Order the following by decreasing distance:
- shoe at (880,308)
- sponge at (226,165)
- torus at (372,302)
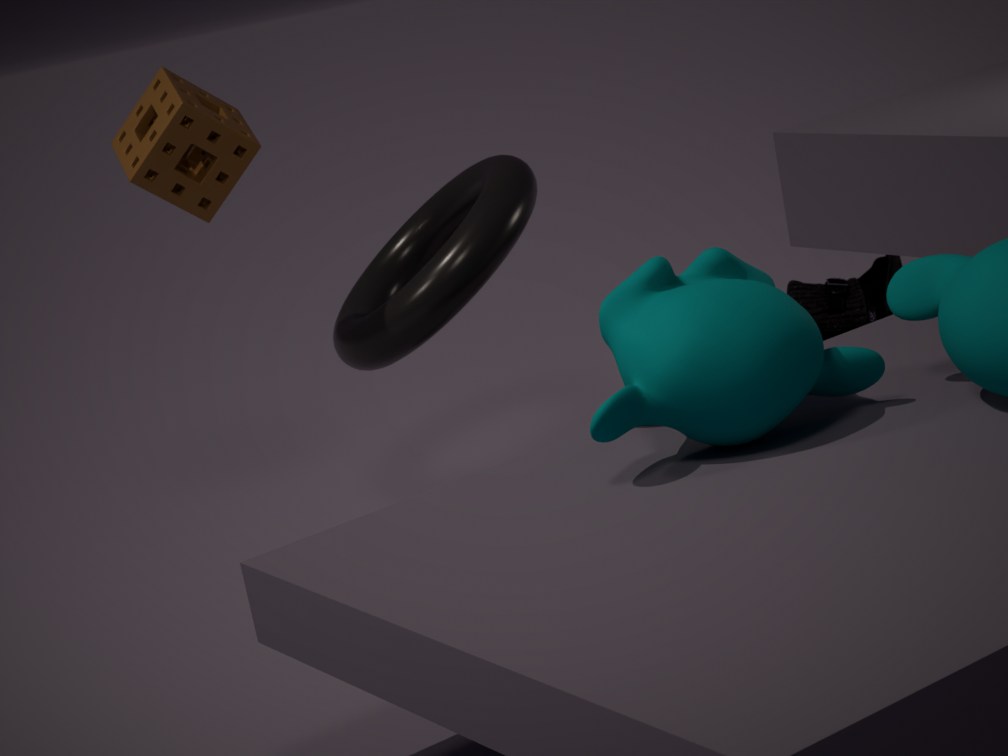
shoe at (880,308), torus at (372,302), sponge at (226,165)
